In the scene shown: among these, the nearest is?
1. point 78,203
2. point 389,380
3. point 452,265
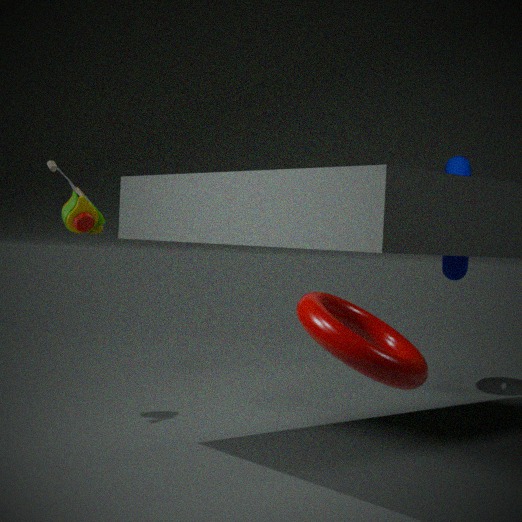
point 389,380
